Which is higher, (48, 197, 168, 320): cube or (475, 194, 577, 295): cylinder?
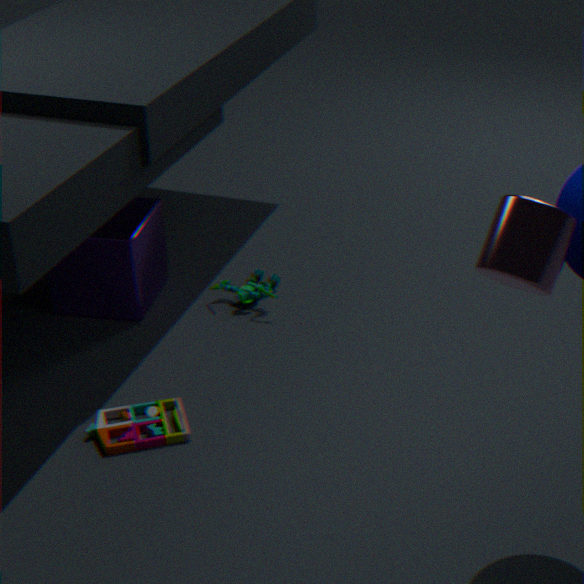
(475, 194, 577, 295): cylinder
